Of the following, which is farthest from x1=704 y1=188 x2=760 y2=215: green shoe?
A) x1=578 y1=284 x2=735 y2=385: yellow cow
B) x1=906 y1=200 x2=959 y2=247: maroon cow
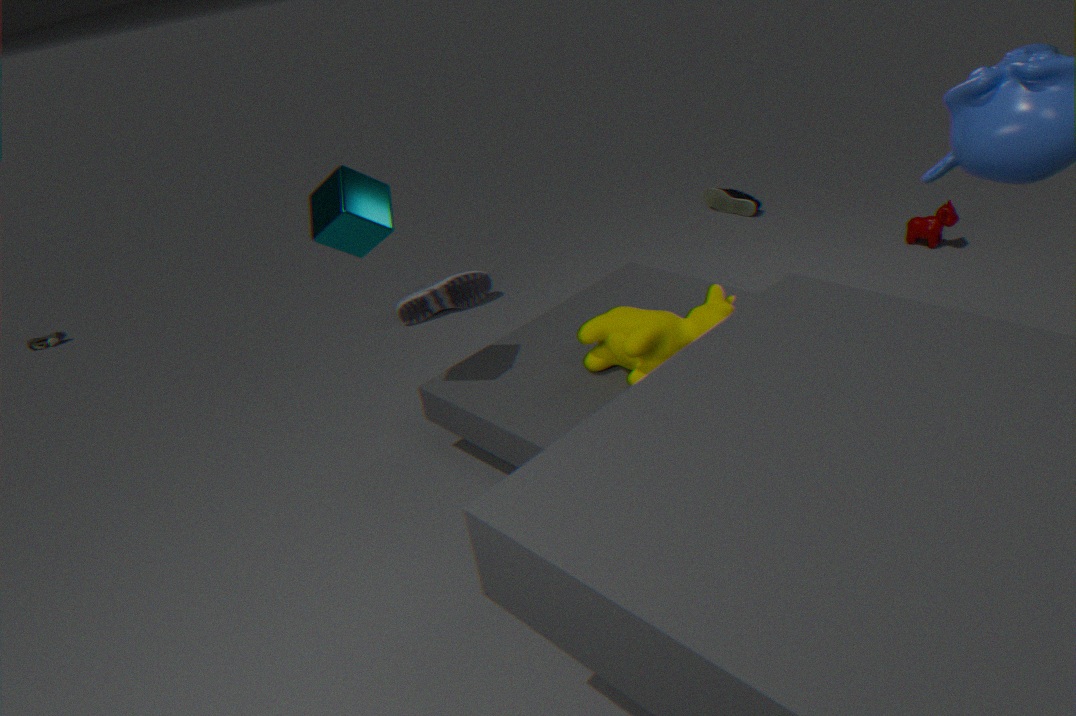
x1=578 y1=284 x2=735 y2=385: yellow cow
